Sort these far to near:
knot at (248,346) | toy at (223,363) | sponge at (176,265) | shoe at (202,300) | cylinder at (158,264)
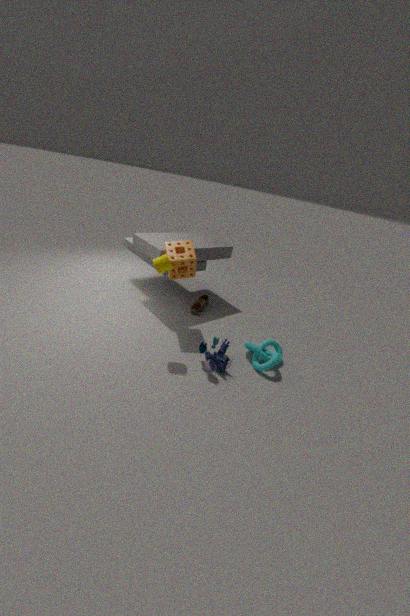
shoe at (202,300), sponge at (176,265), knot at (248,346), toy at (223,363), cylinder at (158,264)
